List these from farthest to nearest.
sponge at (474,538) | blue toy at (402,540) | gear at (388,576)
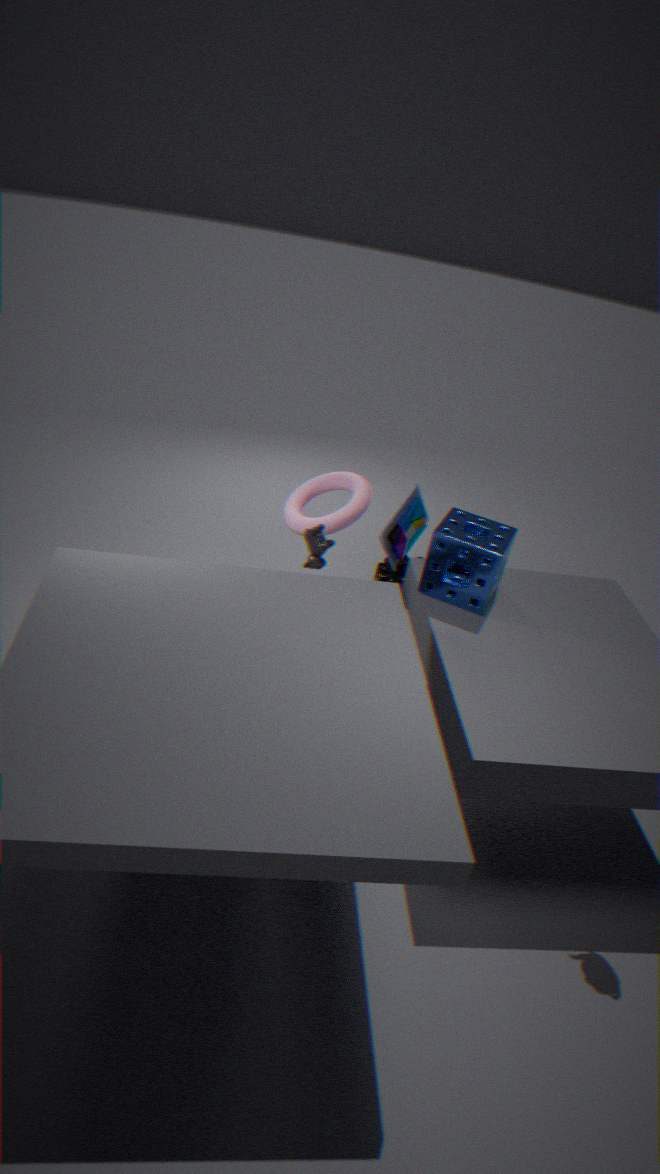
gear at (388,576) → blue toy at (402,540) → sponge at (474,538)
